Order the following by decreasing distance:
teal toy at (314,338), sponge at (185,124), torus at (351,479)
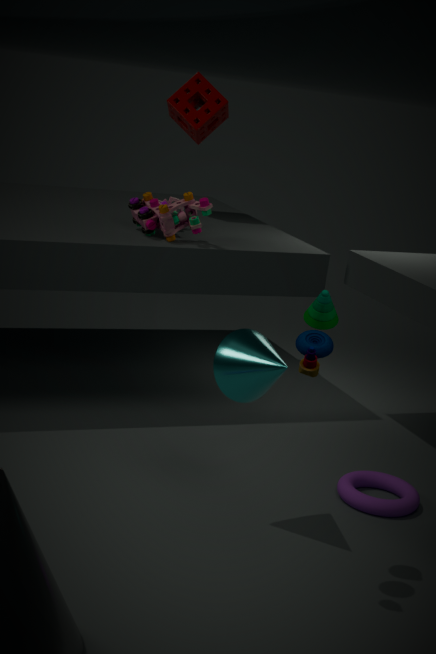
sponge at (185,124)
torus at (351,479)
teal toy at (314,338)
